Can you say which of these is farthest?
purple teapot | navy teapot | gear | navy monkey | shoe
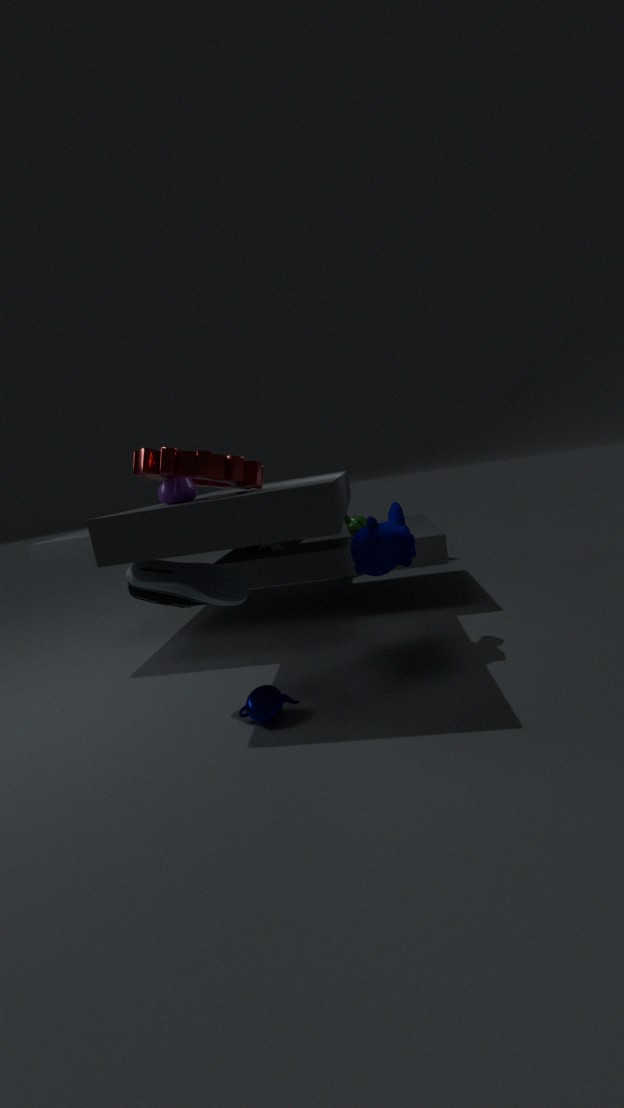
navy monkey
